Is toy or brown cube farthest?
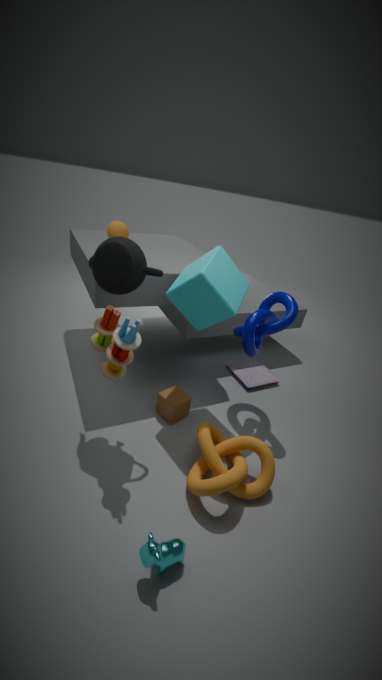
brown cube
